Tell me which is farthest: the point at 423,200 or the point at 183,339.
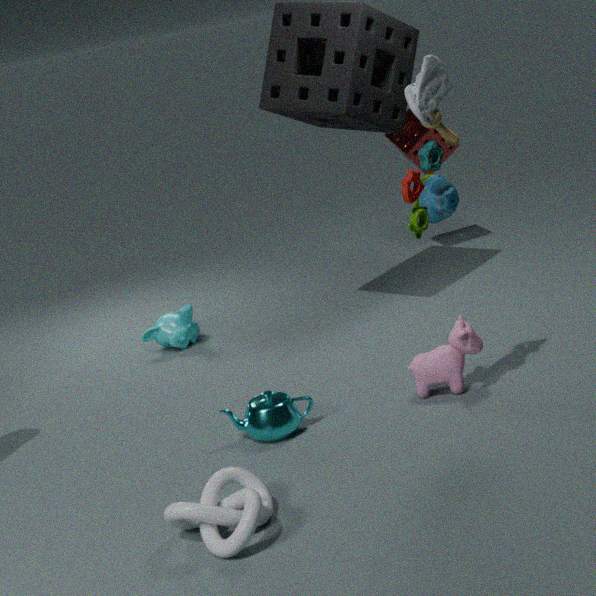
the point at 183,339
